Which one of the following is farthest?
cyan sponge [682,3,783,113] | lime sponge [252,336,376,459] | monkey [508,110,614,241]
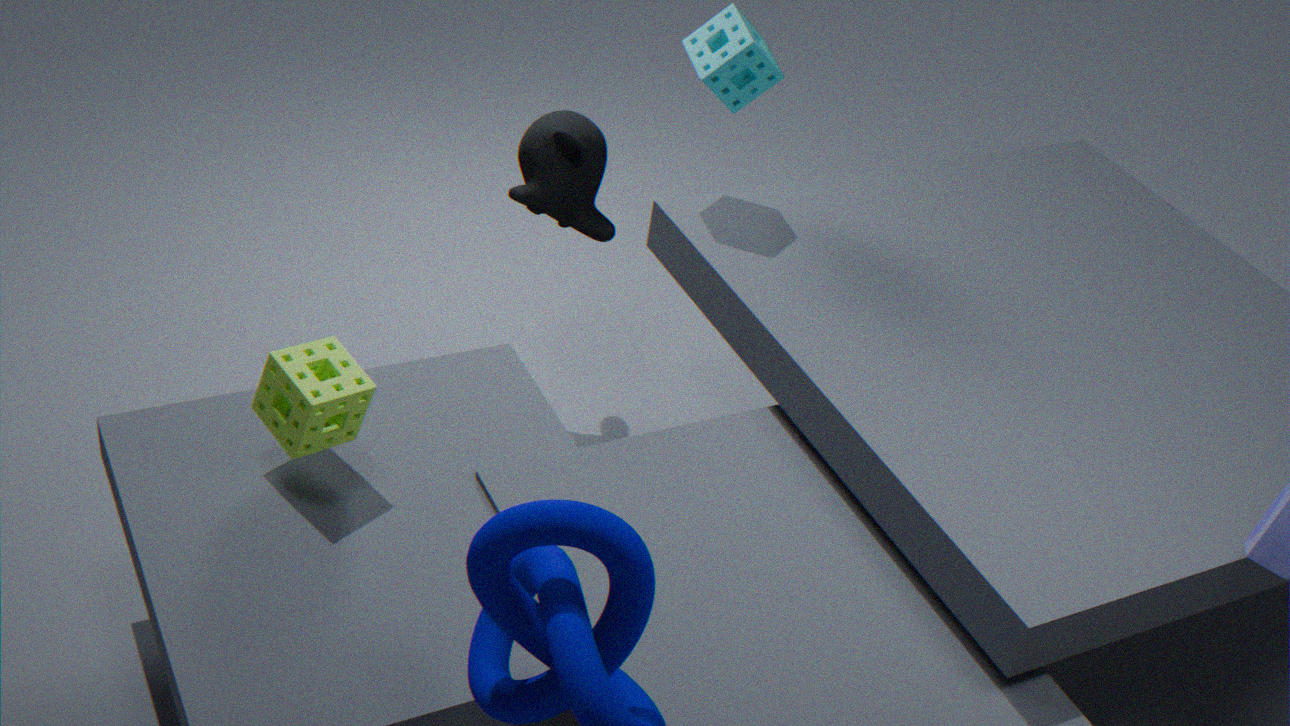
monkey [508,110,614,241]
